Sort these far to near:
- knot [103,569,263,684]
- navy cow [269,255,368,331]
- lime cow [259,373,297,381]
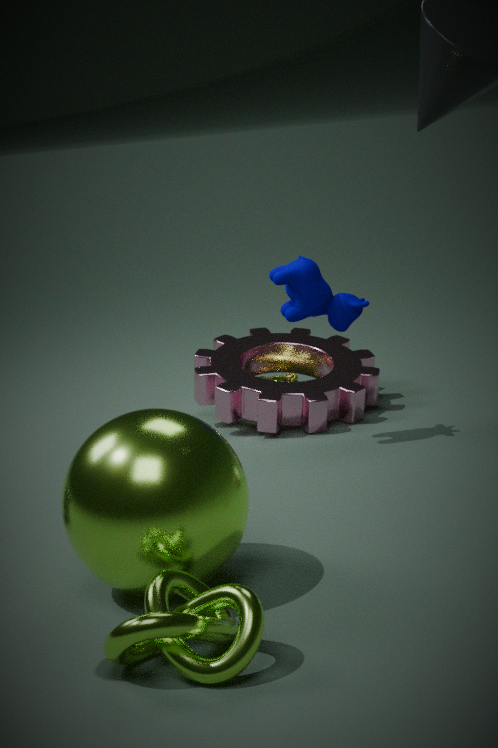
1. lime cow [259,373,297,381]
2. navy cow [269,255,368,331]
3. knot [103,569,263,684]
